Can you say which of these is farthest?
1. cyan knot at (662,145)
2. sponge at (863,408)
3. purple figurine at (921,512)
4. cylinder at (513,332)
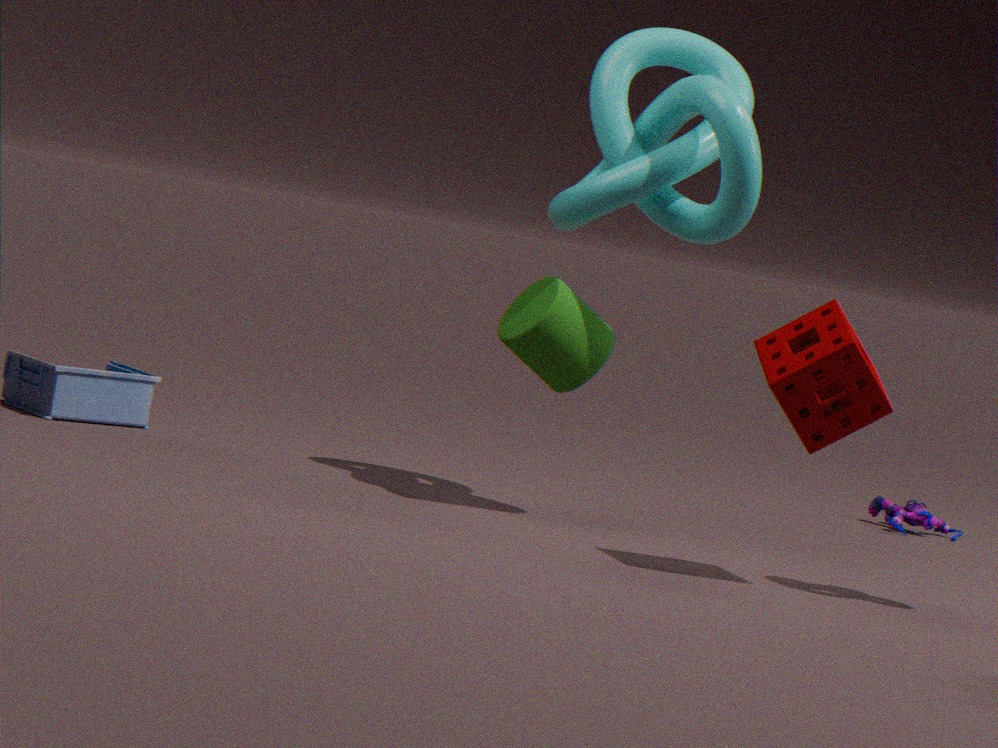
purple figurine at (921,512)
